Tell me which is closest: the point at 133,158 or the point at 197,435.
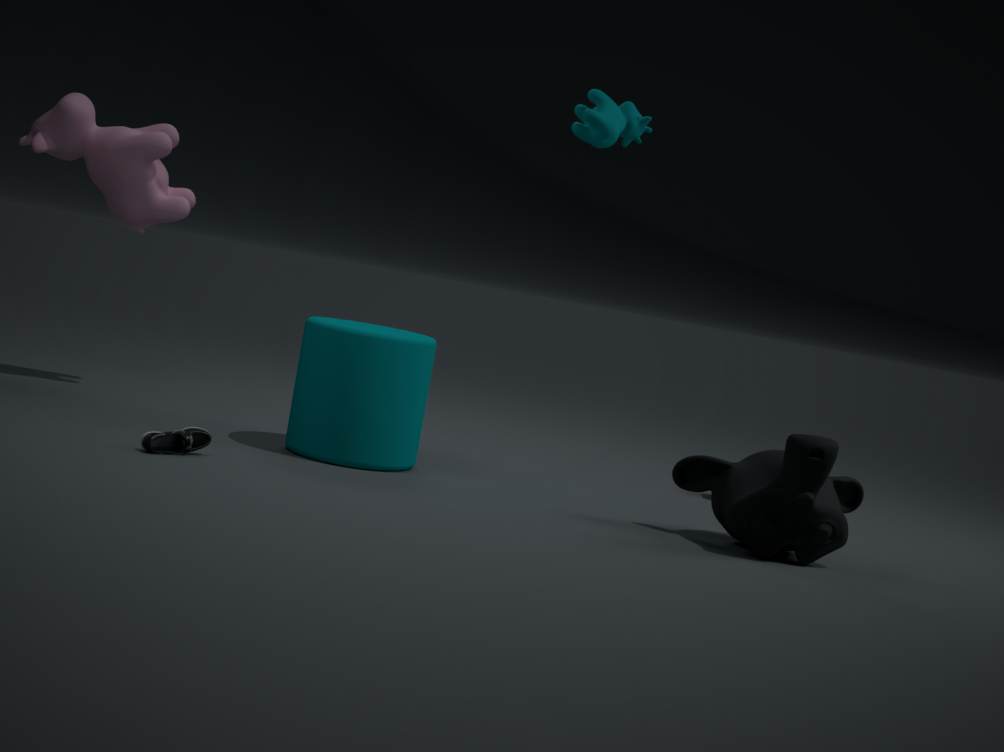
the point at 197,435
